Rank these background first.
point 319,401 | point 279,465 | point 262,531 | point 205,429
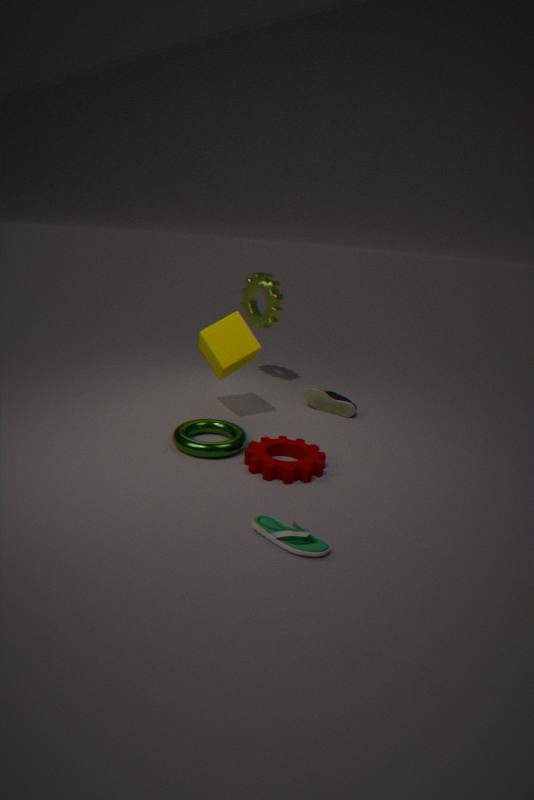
point 319,401
point 205,429
point 279,465
point 262,531
